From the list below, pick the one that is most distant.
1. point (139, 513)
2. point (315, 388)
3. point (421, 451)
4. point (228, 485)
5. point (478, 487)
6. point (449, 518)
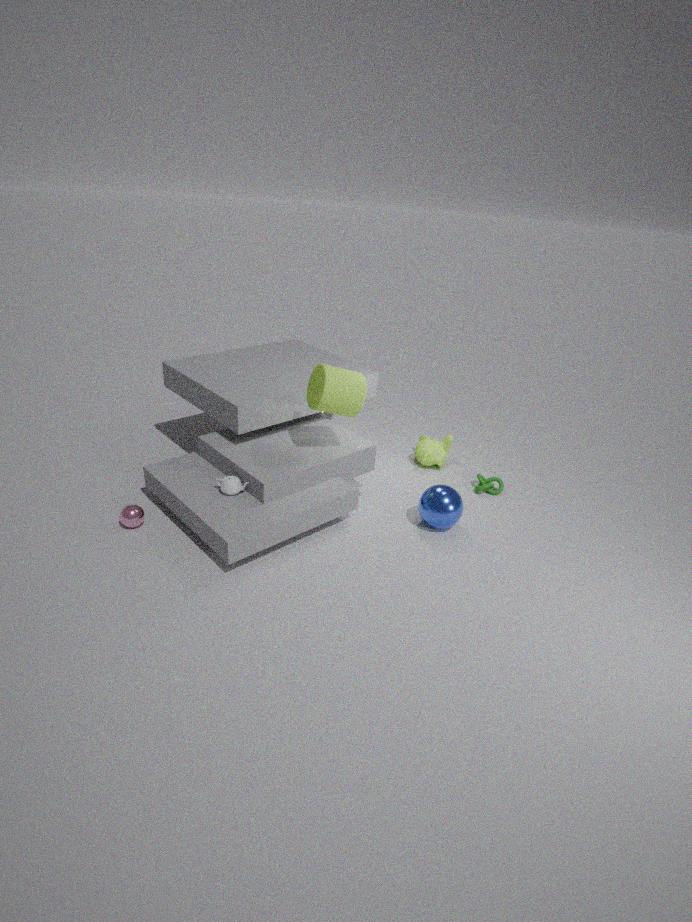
point (421, 451)
